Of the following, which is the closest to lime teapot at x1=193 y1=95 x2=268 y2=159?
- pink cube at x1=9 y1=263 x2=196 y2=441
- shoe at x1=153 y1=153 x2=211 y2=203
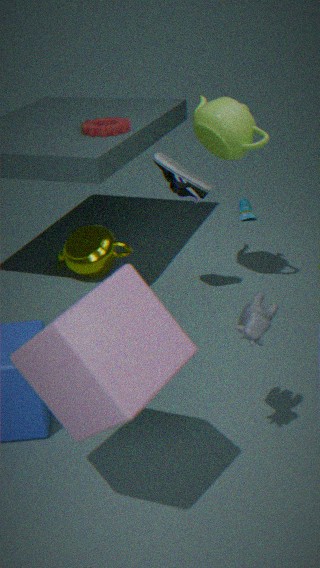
shoe at x1=153 y1=153 x2=211 y2=203
